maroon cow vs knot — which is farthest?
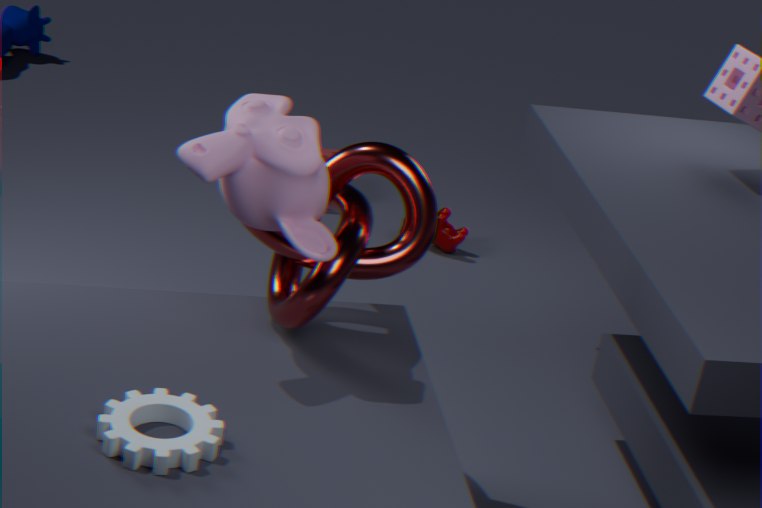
maroon cow
